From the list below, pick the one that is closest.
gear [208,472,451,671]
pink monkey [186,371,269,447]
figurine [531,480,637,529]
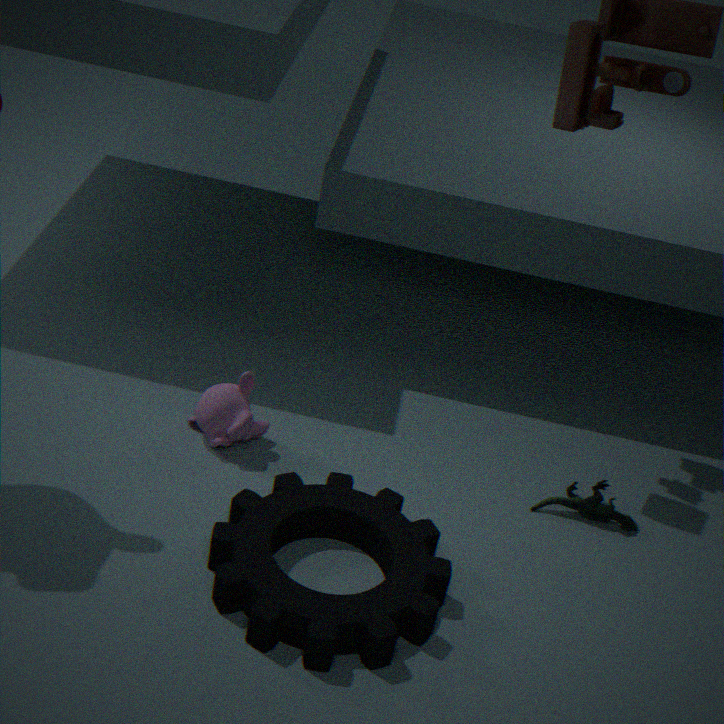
gear [208,472,451,671]
